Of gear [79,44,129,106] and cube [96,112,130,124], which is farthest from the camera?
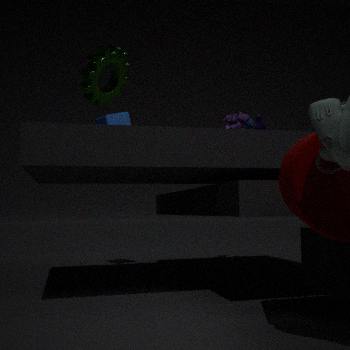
cube [96,112,130,124]
